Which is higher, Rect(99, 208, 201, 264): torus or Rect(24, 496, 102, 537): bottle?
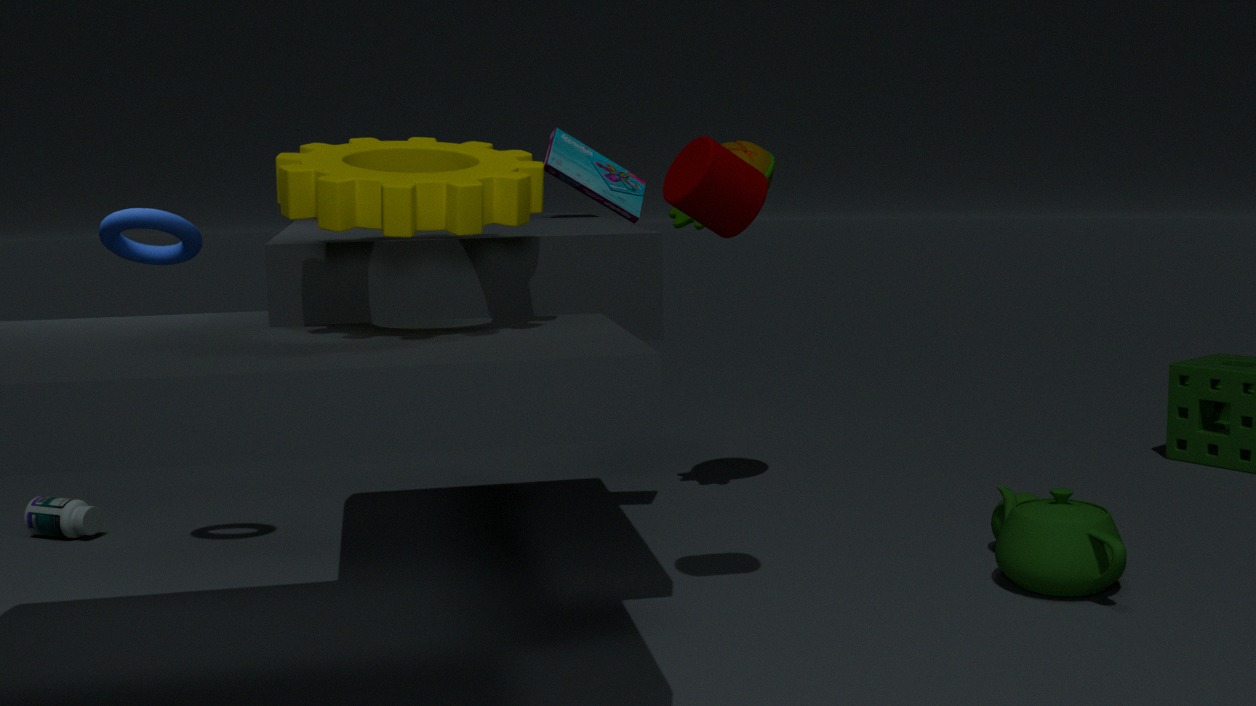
Rect(99, 208, 201, 264): torus
